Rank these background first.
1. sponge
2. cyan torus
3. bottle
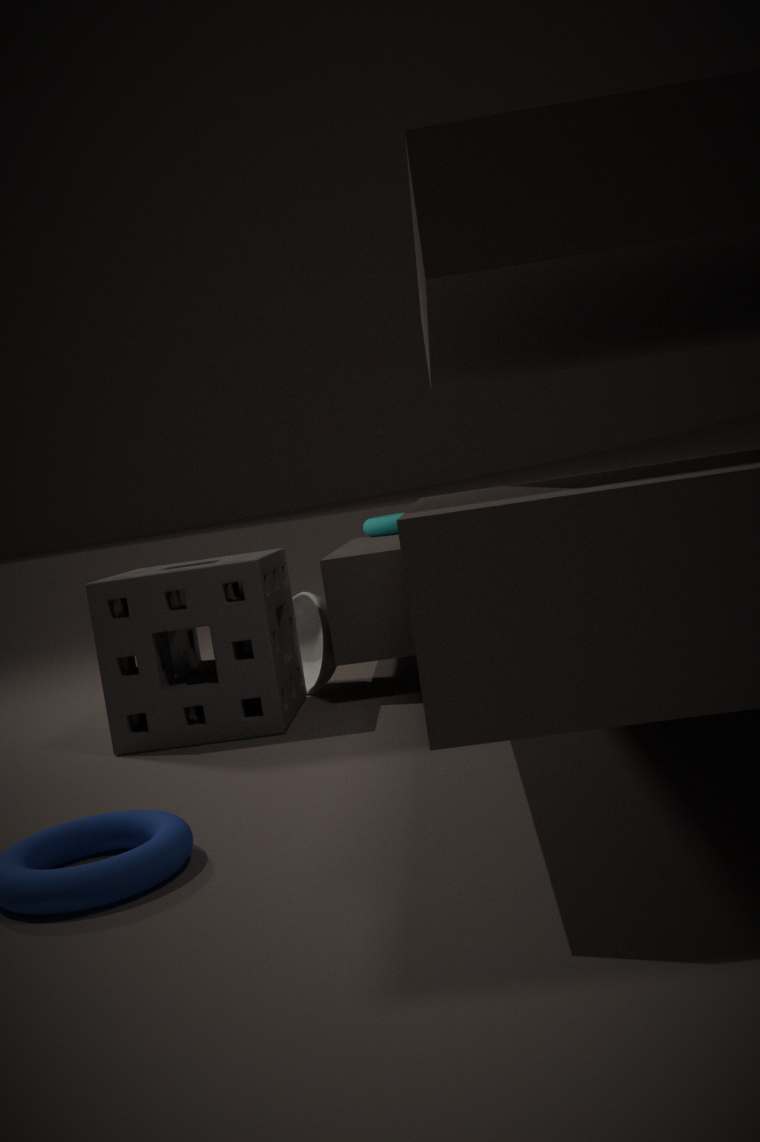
cyan torus
bottle
sponge
